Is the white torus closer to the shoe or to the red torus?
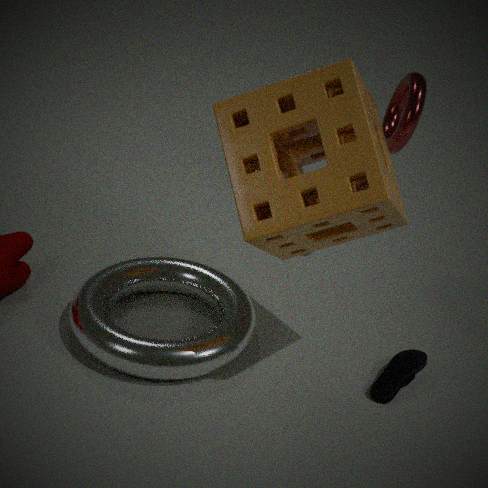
the shoe
